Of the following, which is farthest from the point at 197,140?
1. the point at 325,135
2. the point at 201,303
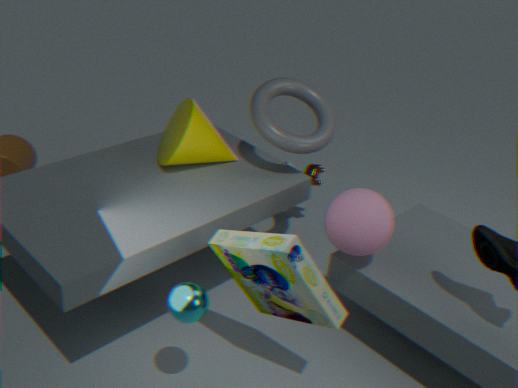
the point at 201,303
